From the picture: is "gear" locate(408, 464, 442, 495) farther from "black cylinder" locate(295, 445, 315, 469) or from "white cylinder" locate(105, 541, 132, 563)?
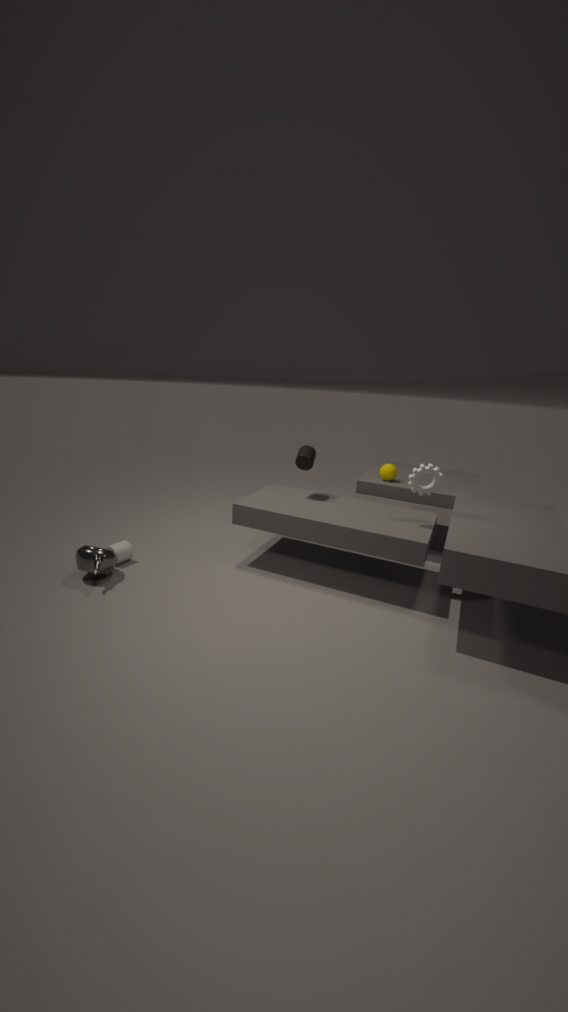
"white cylinder" locate(105, 541, 132, 563)
